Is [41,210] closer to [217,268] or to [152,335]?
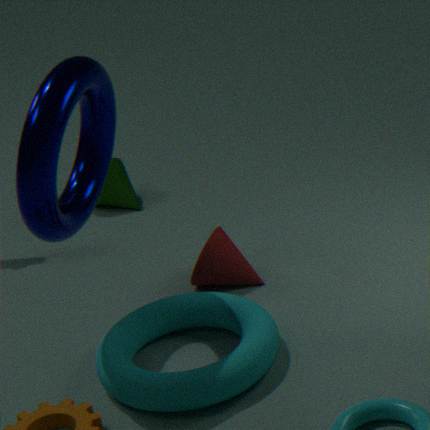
[152,335]
